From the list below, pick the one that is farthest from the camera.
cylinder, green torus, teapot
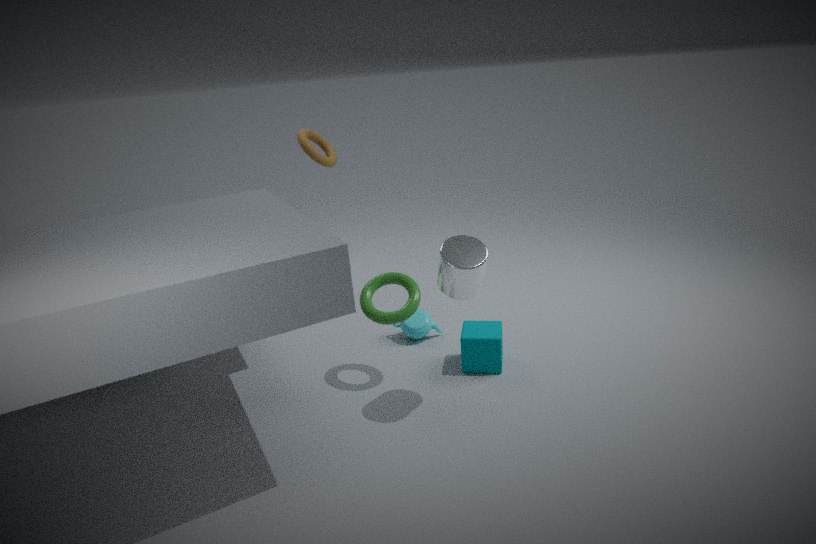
teapot
